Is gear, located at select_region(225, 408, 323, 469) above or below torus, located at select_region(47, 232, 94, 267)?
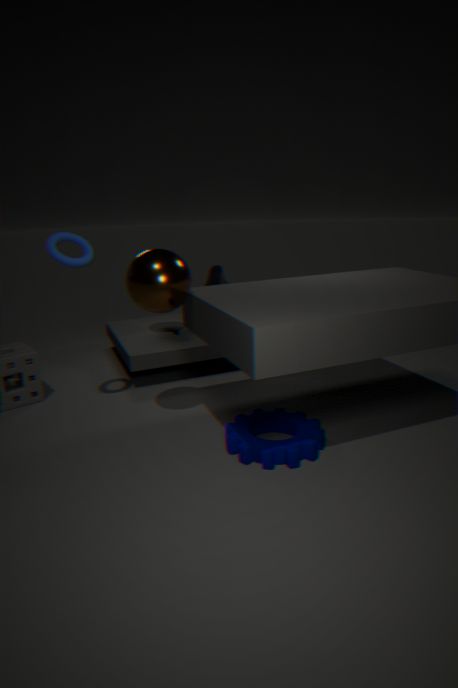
below
